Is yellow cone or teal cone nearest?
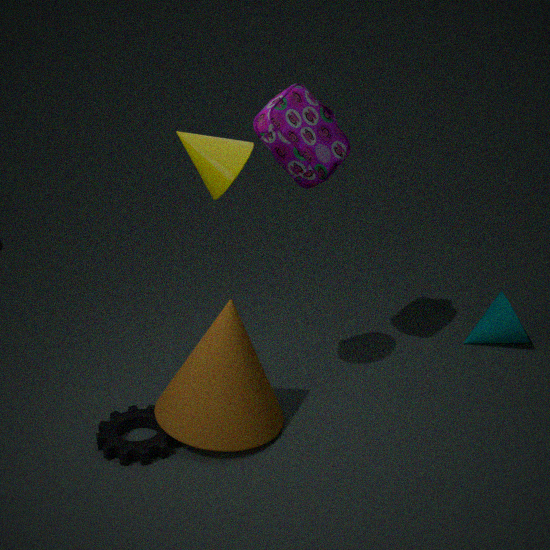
yellow cone
